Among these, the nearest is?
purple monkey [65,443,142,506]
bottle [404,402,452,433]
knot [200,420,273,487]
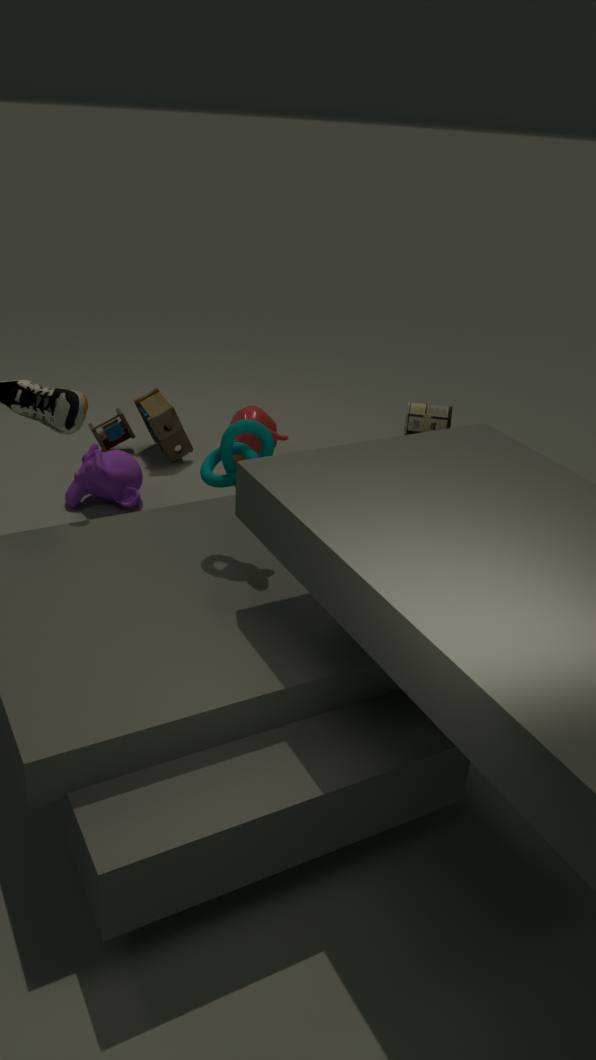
knot [200,420,273,487]
